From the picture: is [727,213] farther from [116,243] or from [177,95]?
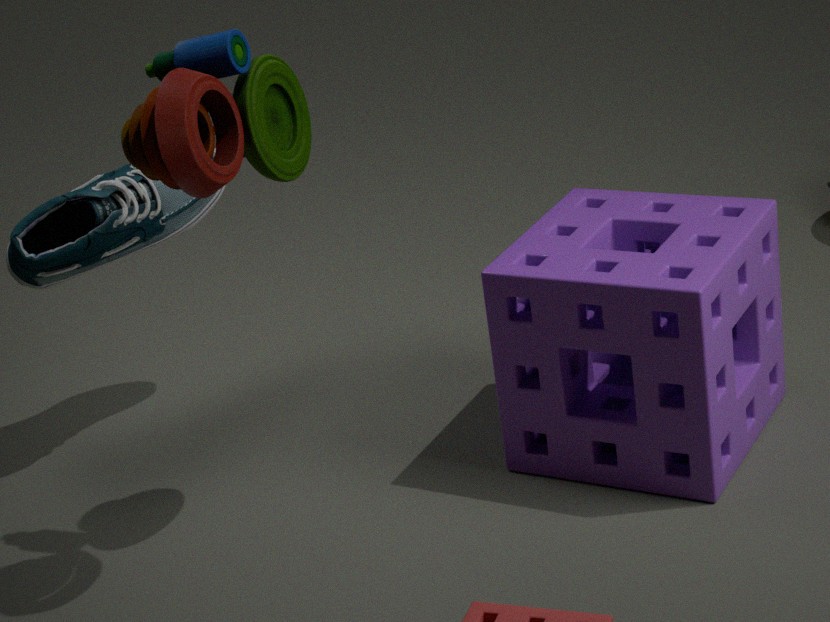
[116,243]
